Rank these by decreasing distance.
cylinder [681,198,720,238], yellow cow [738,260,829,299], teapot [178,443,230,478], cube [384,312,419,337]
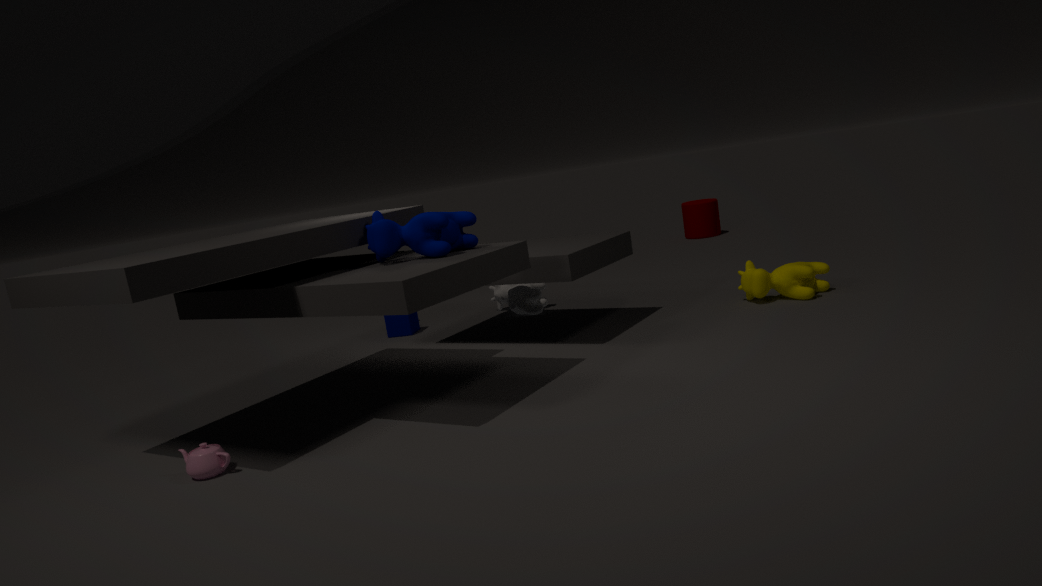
cylinder [681,198,720,238] → cube [384,312,419,337] → yellow cow [738,260,829,299] → teapot [178,443,230,478]
